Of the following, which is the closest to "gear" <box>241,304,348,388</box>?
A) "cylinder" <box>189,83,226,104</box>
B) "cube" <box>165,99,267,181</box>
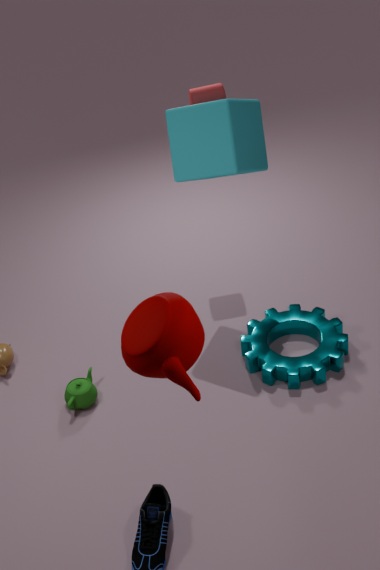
"cube" <box>165,99,267,181</box>
